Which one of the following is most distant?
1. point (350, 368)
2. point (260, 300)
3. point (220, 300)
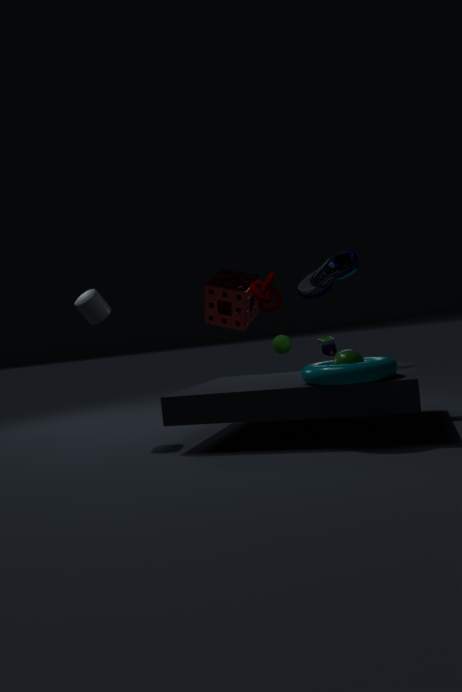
point (220, 300)
